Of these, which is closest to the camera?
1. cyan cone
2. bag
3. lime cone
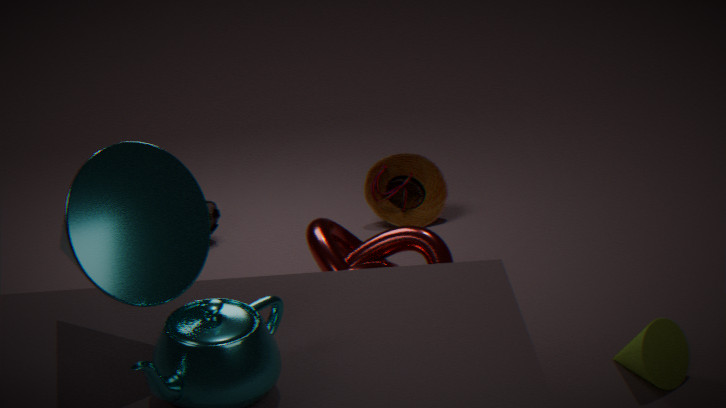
cyan cone
